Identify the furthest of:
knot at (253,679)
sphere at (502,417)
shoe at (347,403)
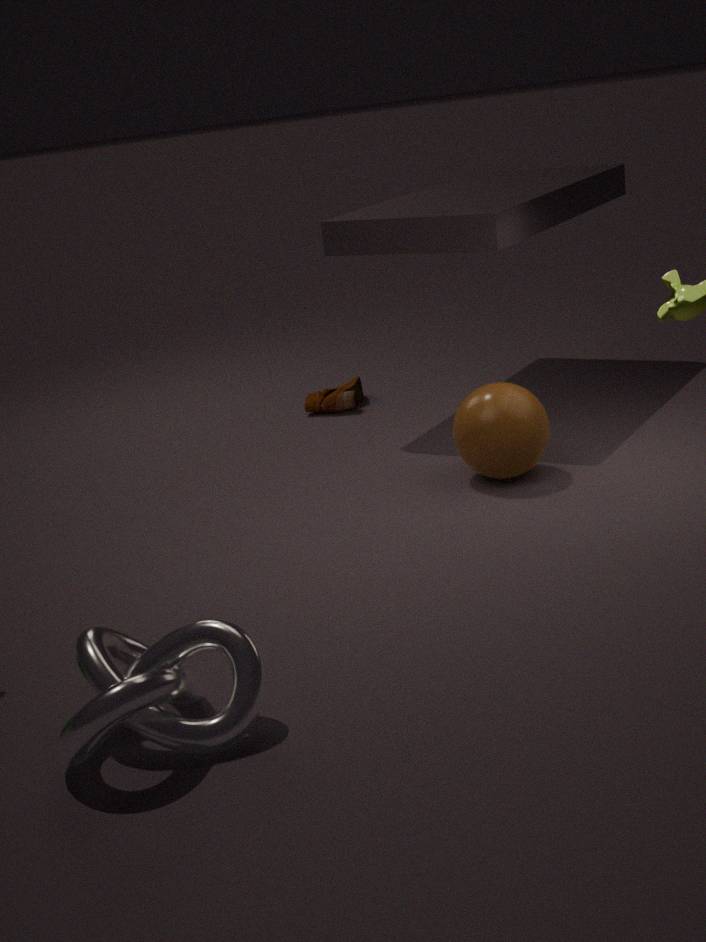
shoe at (347,403)
